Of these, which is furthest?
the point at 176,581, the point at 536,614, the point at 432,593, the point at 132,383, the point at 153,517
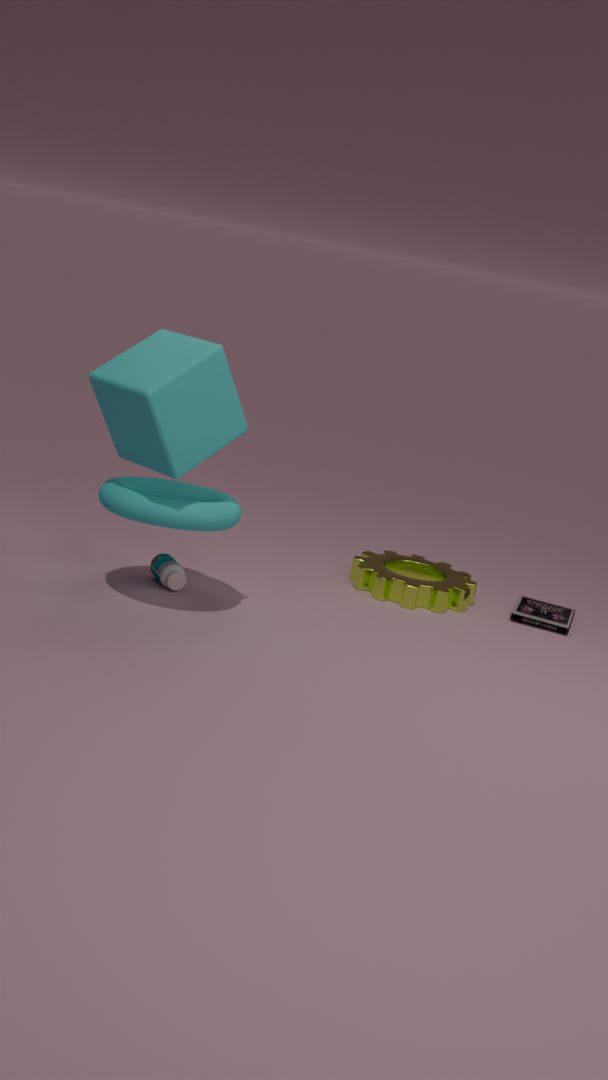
the point at 536,614
